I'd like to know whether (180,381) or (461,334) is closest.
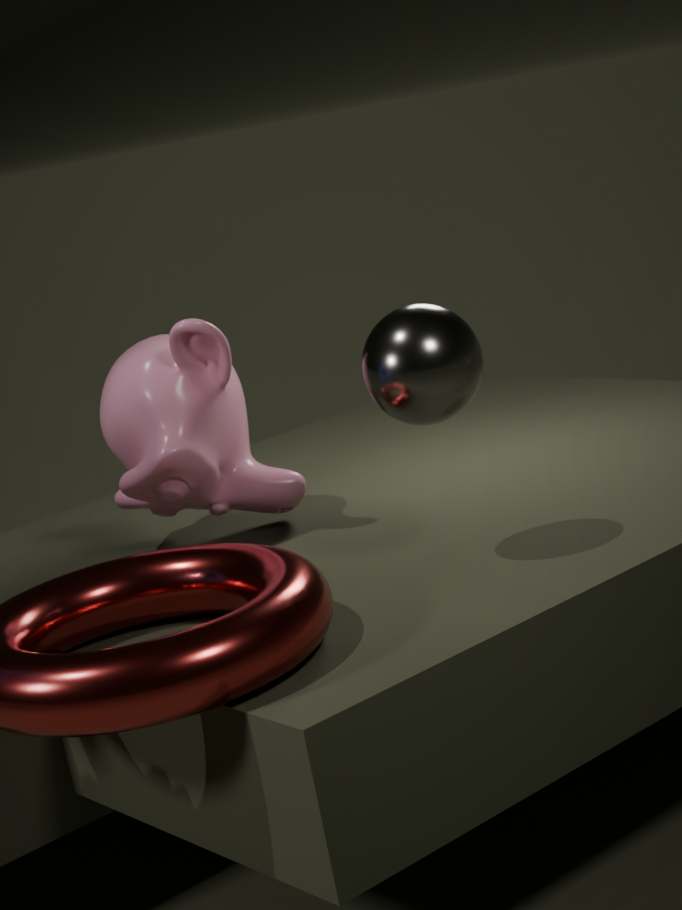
(461,334)
